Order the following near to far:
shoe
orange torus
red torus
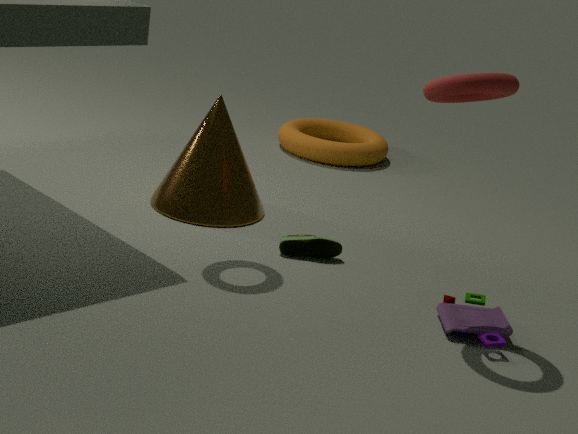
red torus → shoe → orange torus
